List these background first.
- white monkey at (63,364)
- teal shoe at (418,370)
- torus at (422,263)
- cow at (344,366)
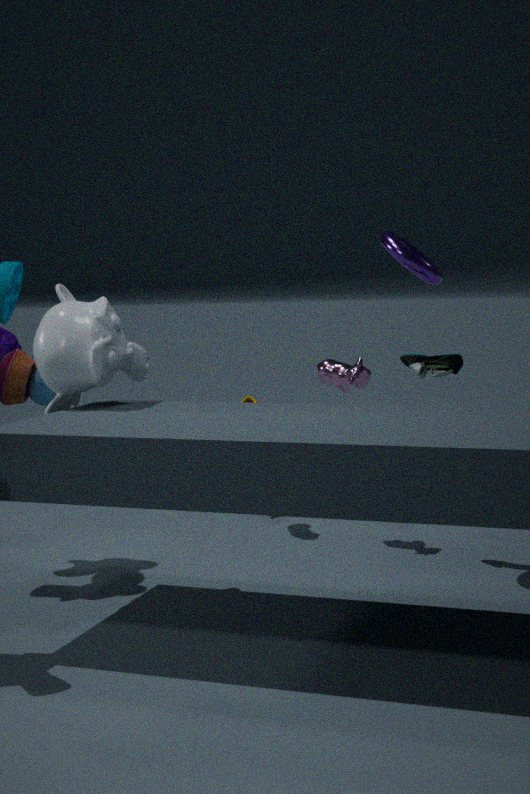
cow at (344,366) < teal shoe at (418,370) < torus at (422,263) < white monkey at (63,364)
